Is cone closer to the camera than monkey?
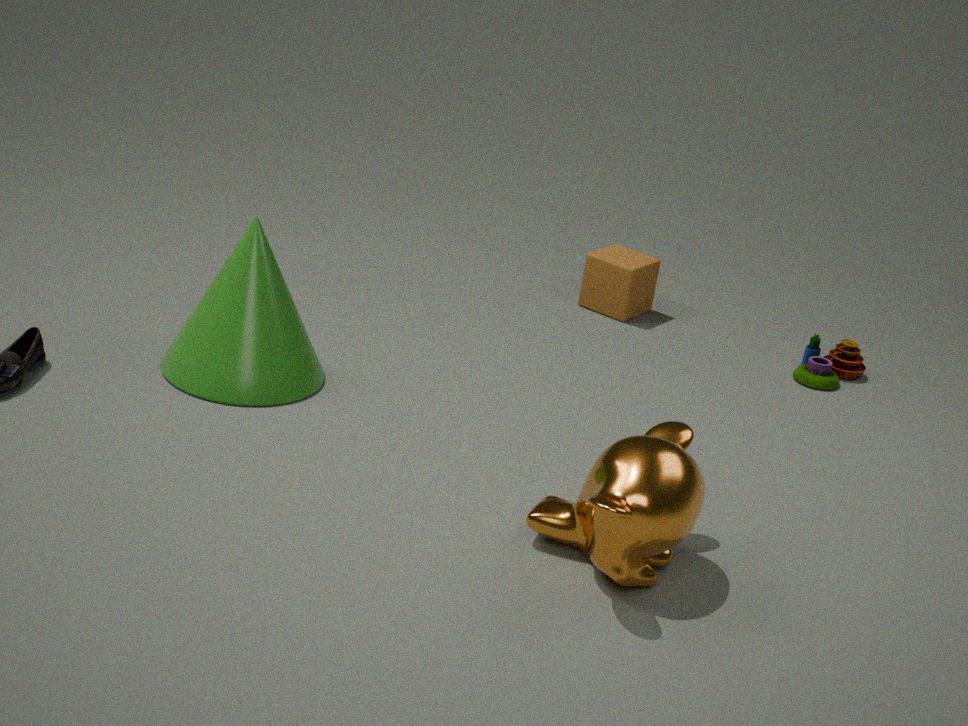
No
